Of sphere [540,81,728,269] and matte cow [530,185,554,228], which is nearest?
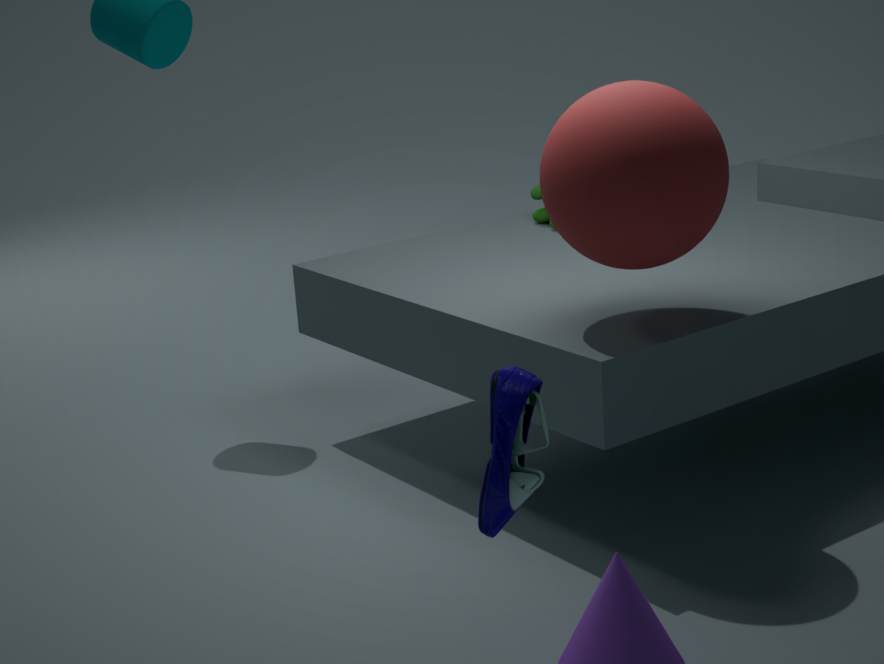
sphere [540,81,728,269]
